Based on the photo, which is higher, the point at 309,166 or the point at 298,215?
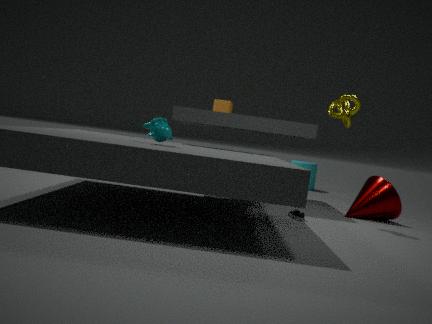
the point at 309,166
